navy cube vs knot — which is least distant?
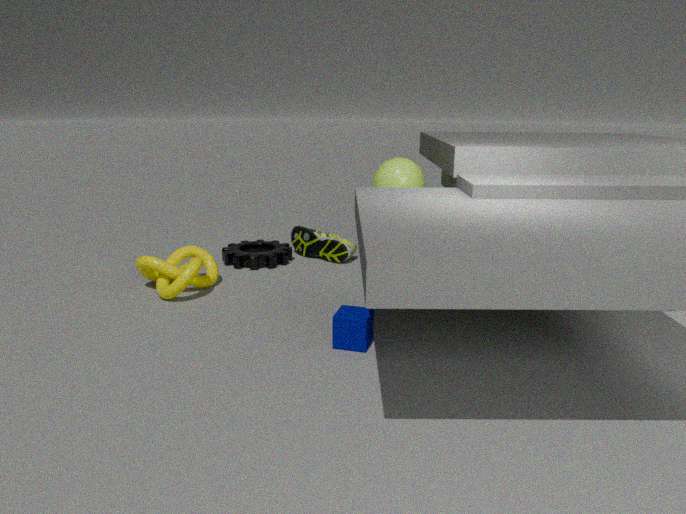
navy cube
